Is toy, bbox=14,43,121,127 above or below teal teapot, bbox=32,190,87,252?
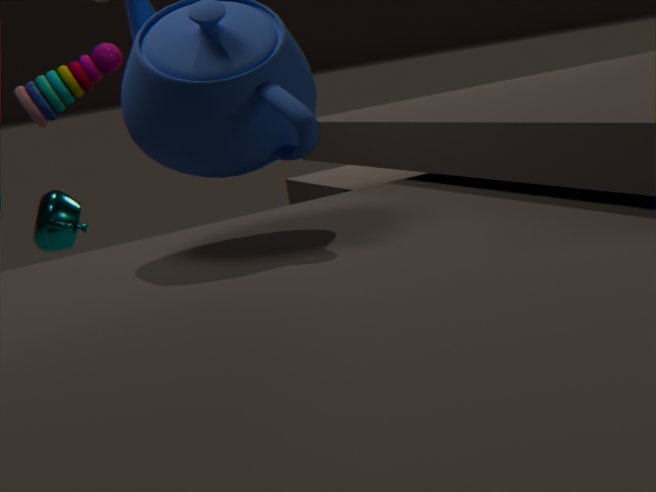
above
